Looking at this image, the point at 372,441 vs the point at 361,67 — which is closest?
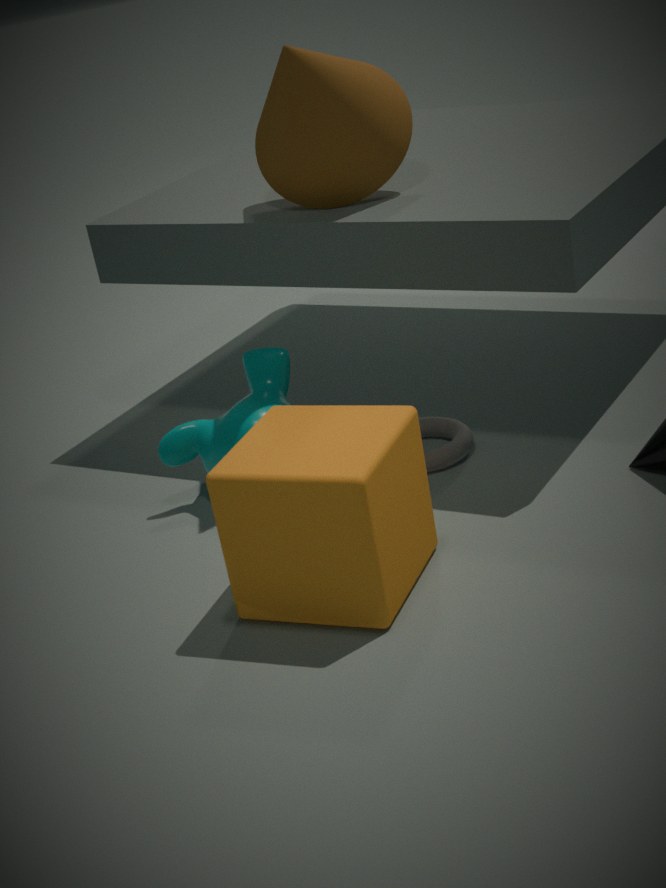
the point at 372,441
